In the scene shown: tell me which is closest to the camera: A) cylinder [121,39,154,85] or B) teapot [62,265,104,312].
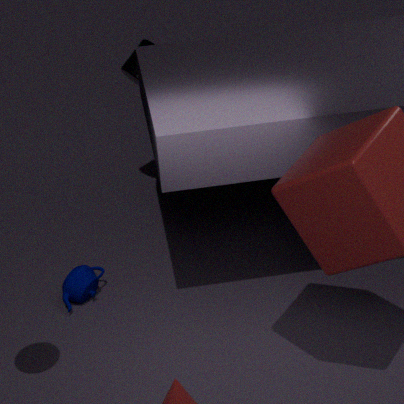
B. teapot [62,265,104,312]
